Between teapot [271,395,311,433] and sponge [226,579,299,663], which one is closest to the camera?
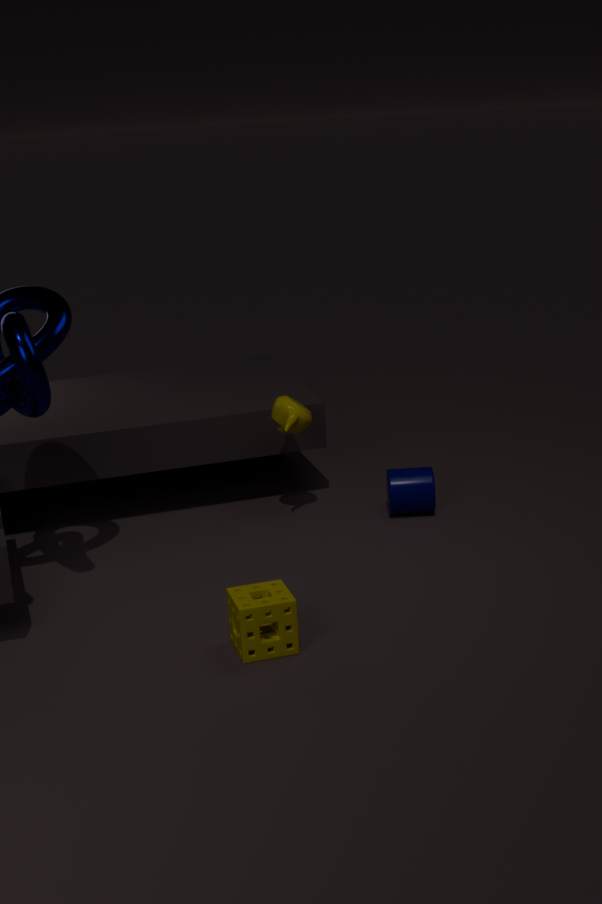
sponge [226,579,299,663]
